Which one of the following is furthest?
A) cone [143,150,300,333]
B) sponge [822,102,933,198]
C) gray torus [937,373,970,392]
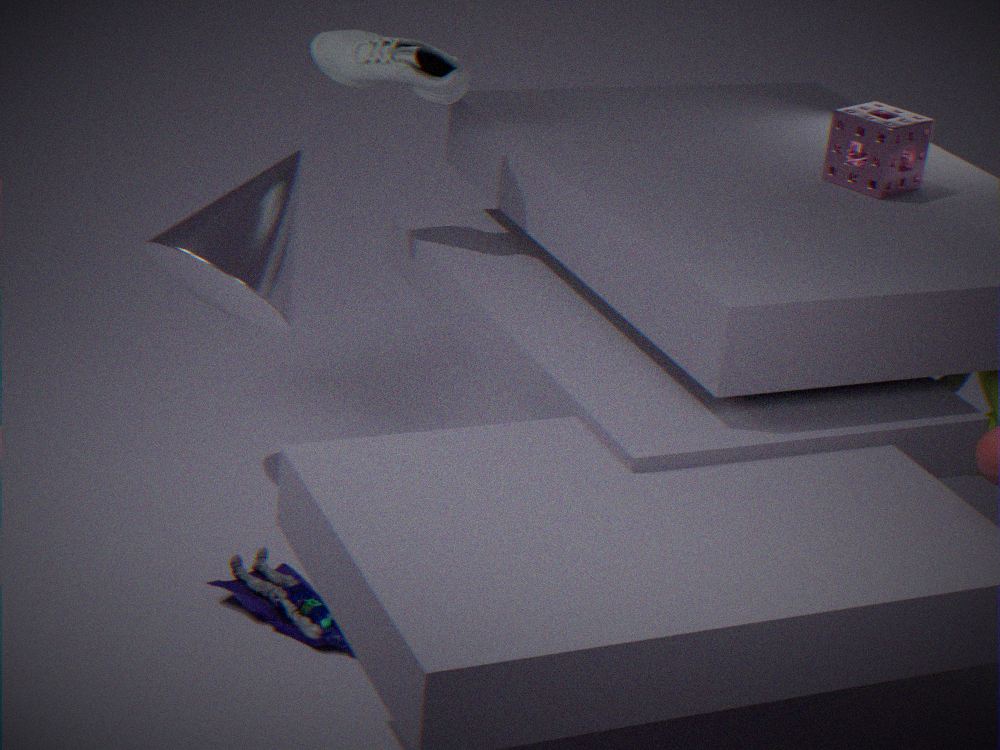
gray torus [937,373,970,392]
